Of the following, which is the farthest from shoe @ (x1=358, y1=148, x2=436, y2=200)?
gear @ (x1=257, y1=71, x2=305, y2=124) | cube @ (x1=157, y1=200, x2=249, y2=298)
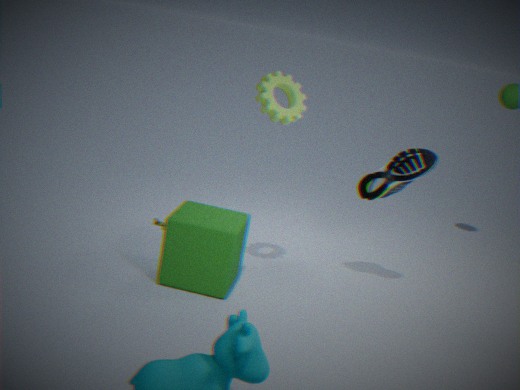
cube @ (x1=157, y1=200, x2=249, y2=298)
